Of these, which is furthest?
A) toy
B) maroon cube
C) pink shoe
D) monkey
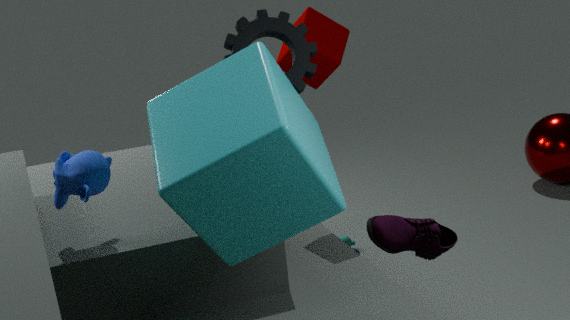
toy
